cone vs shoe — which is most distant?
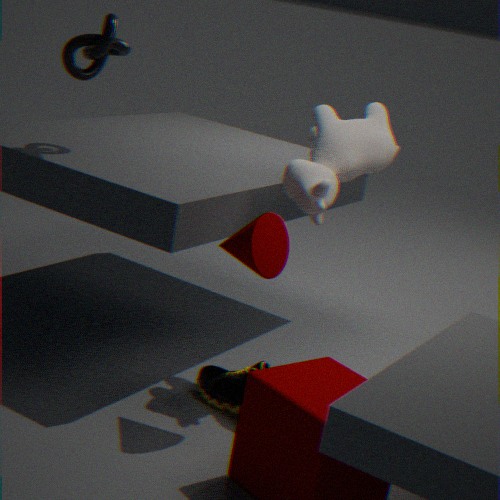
shoe
